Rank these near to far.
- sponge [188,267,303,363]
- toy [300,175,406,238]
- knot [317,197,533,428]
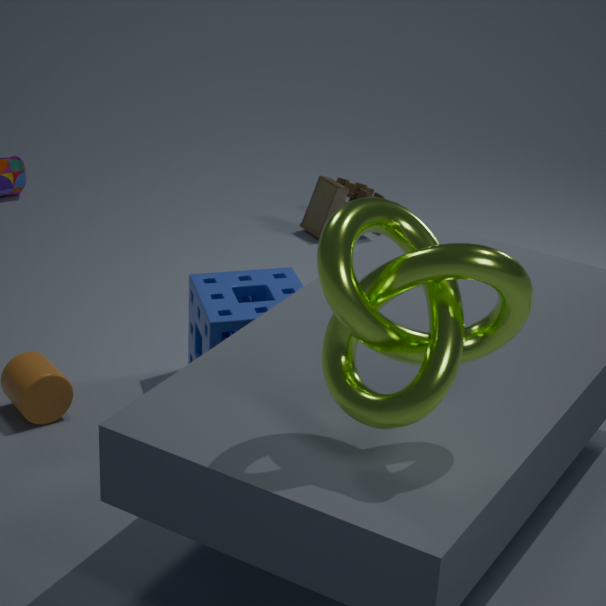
knot [317,197,533,428], sponge [188,267,303,363], toy [300,175,406,238]
